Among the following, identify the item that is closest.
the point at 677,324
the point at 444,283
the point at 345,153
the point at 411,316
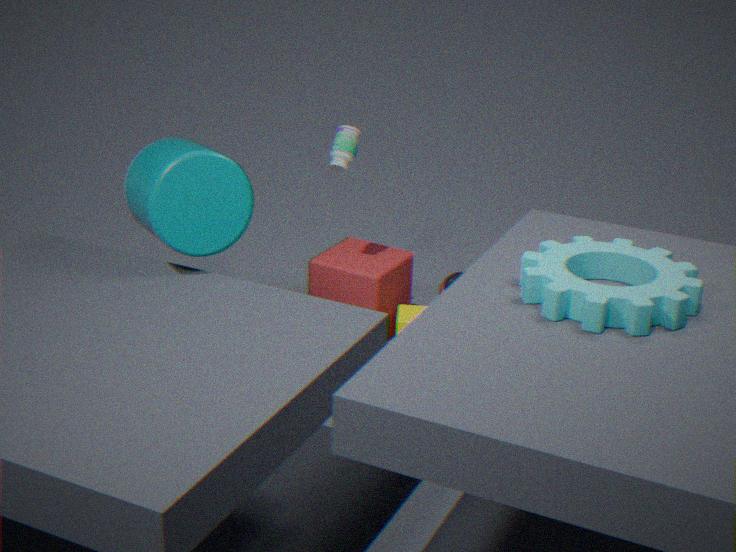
the point at 677,324
